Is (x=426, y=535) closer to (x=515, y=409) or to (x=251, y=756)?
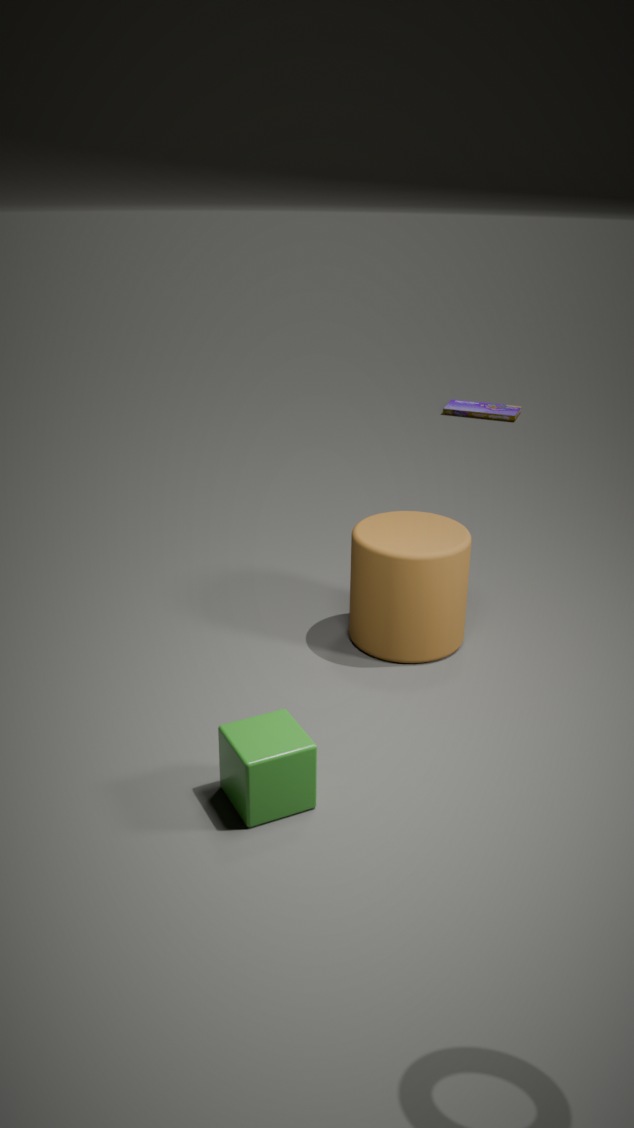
(x=251, y=756)
